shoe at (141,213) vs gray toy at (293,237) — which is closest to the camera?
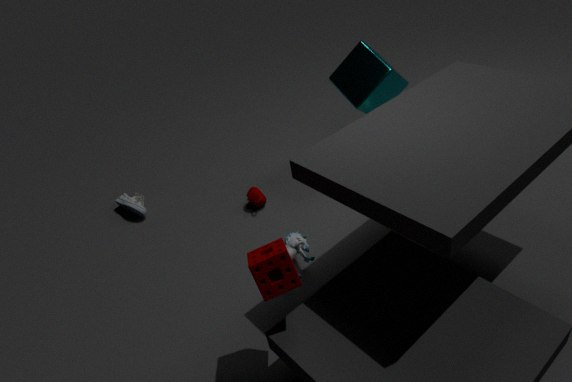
gray toy at (293,237)
